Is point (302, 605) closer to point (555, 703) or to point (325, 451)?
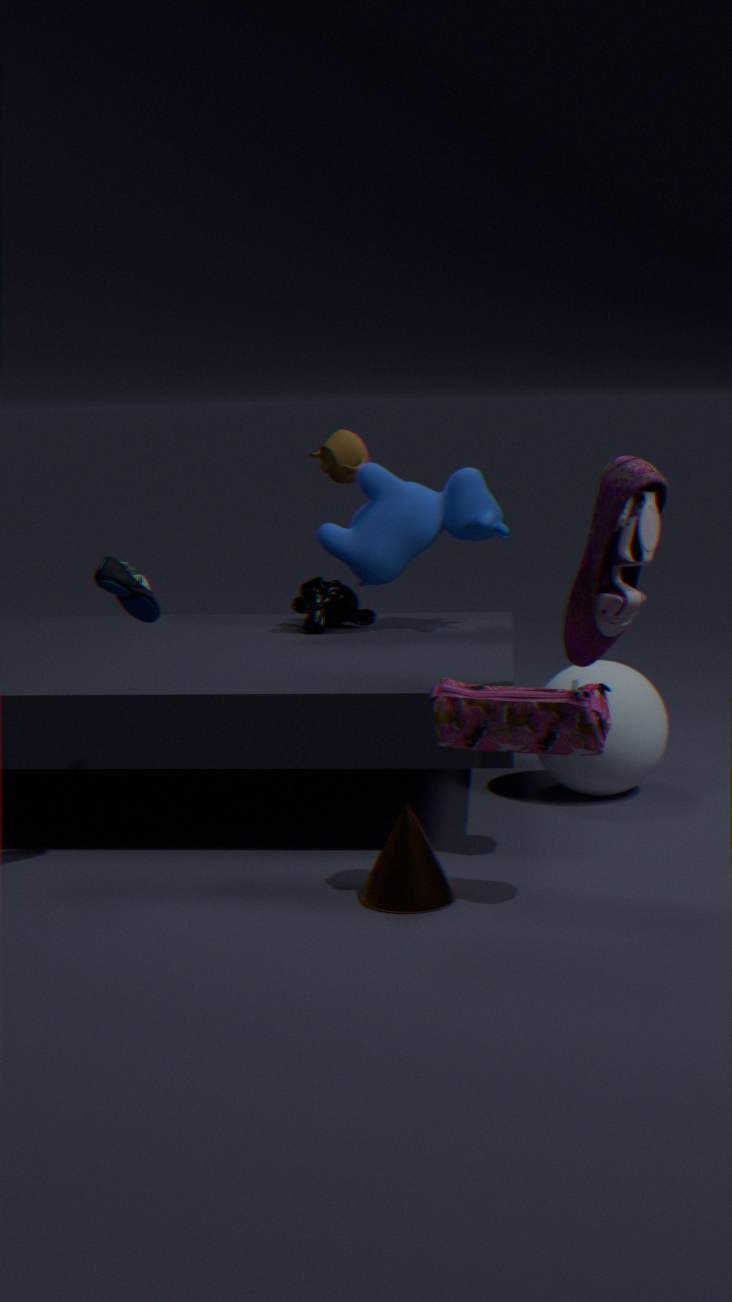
point (325, 451)
